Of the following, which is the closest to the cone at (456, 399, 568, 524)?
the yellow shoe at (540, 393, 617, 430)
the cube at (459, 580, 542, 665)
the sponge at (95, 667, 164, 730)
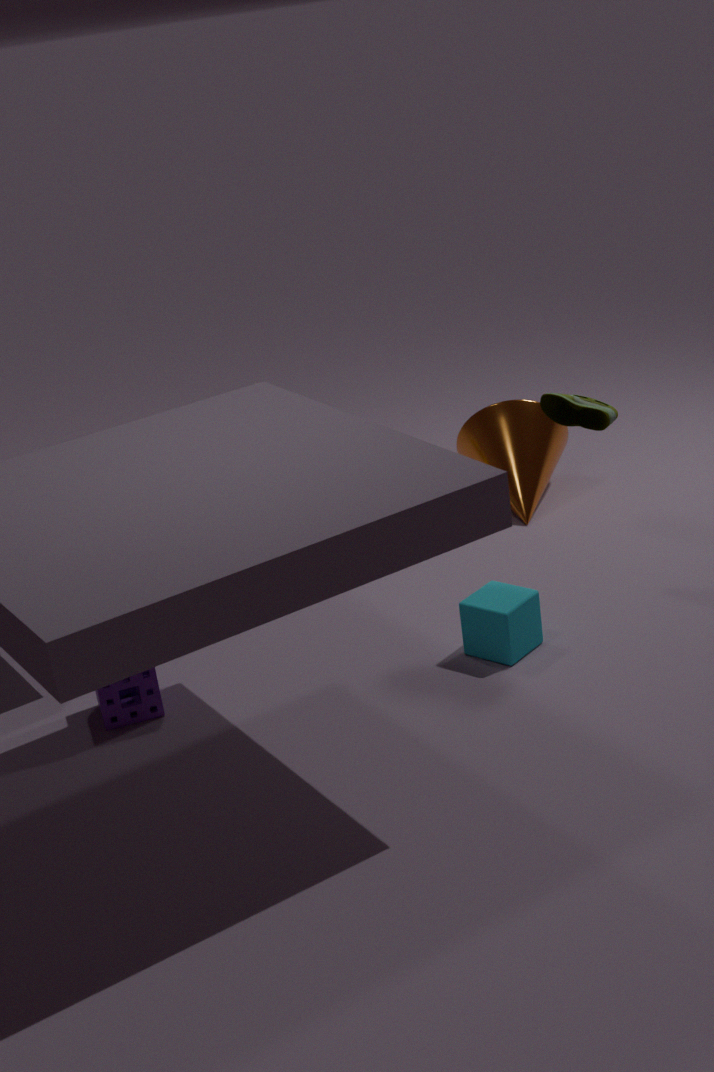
the yellow shoe at (540, 393, 617, 430)
